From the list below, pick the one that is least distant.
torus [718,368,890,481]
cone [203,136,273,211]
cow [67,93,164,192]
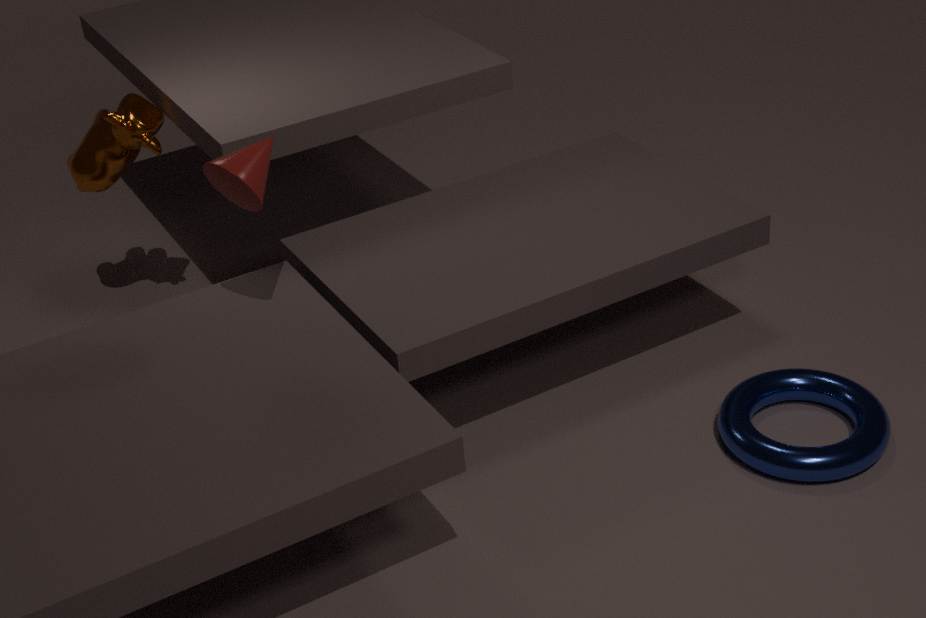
cone [203,136,273,211]
